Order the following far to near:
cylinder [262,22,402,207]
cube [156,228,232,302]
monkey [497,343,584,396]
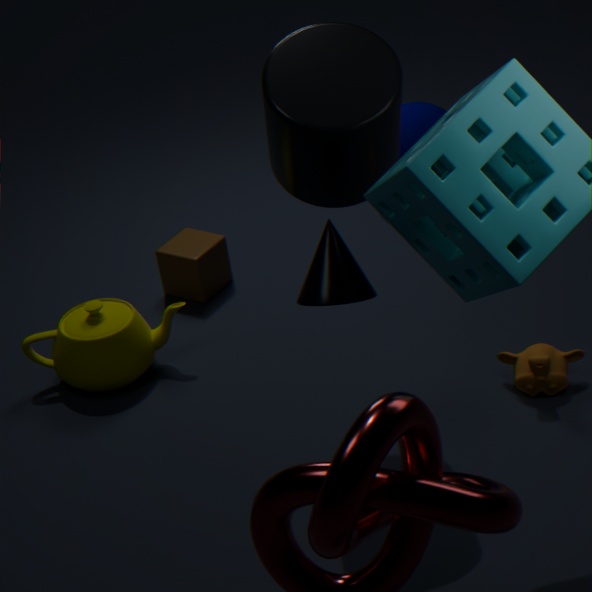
cube [156,228,232,302] → monkey [497,343,584,396] → cylinder [262,22,402,207]
